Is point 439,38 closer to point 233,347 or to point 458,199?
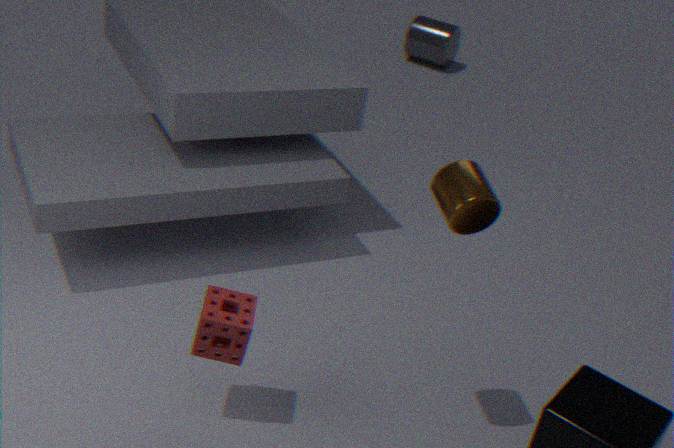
point 458,199
